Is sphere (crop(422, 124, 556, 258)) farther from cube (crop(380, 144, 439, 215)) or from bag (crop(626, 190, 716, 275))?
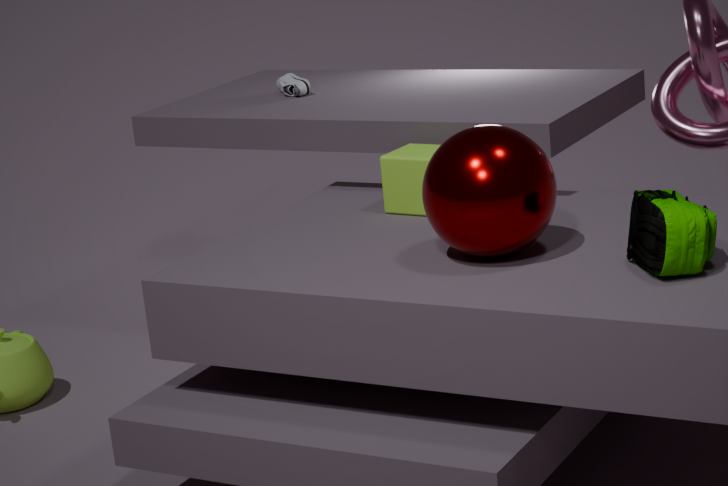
cube (crop(380, 144, 439, 215))
